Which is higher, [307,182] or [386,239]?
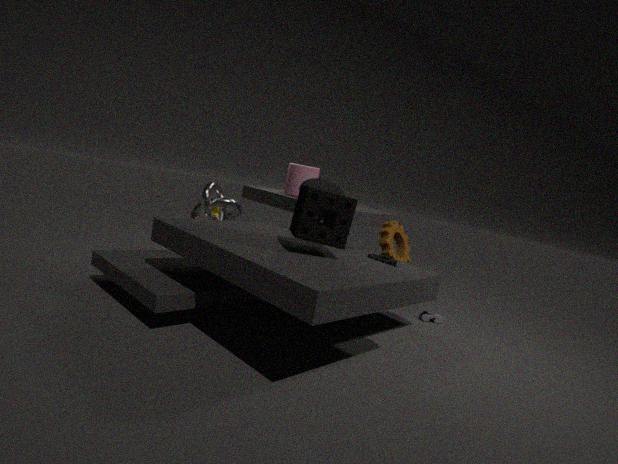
[307,182]
